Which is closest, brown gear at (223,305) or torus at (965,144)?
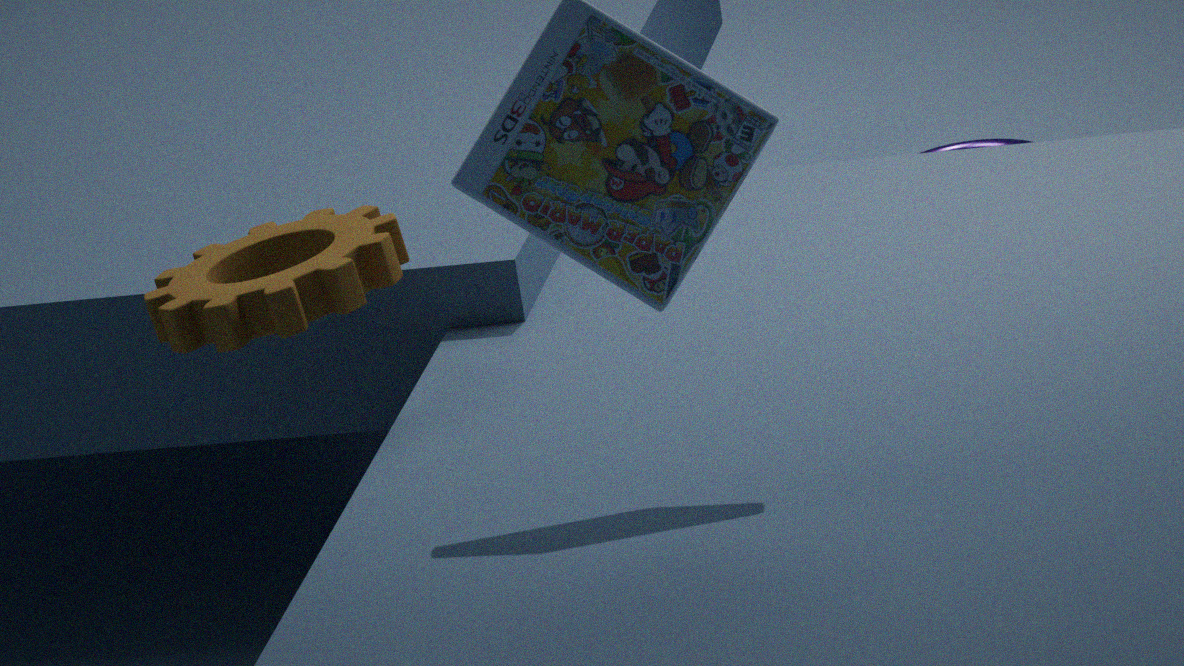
brown gear at (223,305)
